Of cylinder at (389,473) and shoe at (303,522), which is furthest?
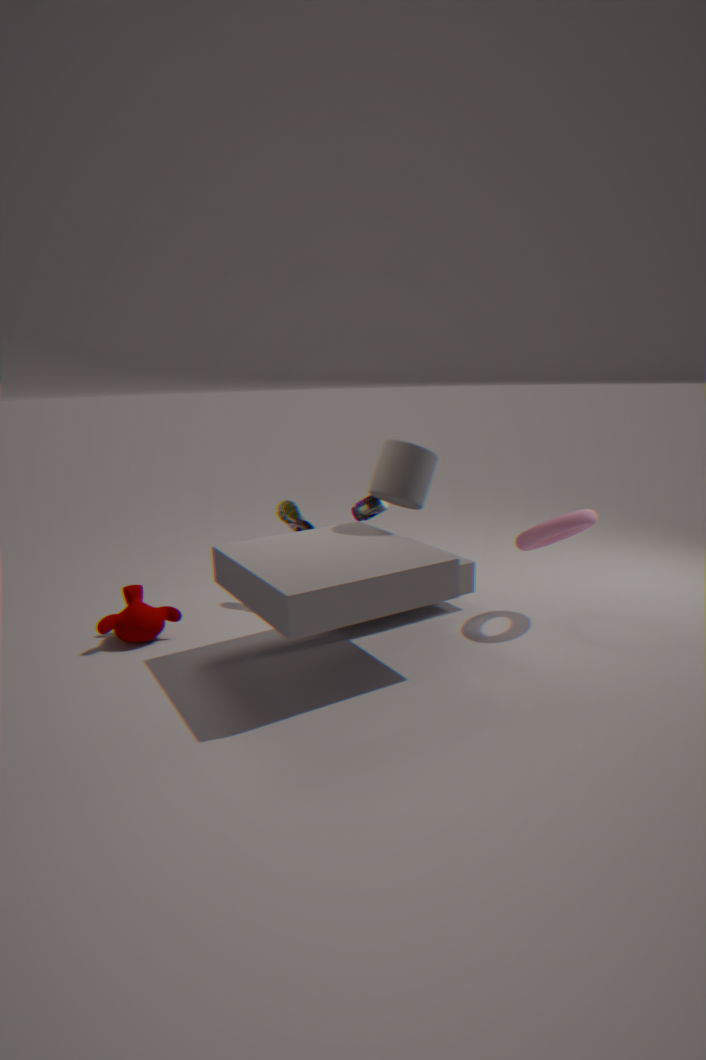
shoe at (303,522)
